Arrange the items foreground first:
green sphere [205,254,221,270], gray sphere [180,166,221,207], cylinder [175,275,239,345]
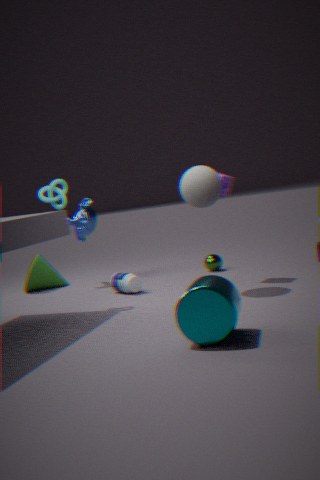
cylinder [175,275,239,345] < gray sphere [180,166,221,207] < green sphere [205,254,221,270]
